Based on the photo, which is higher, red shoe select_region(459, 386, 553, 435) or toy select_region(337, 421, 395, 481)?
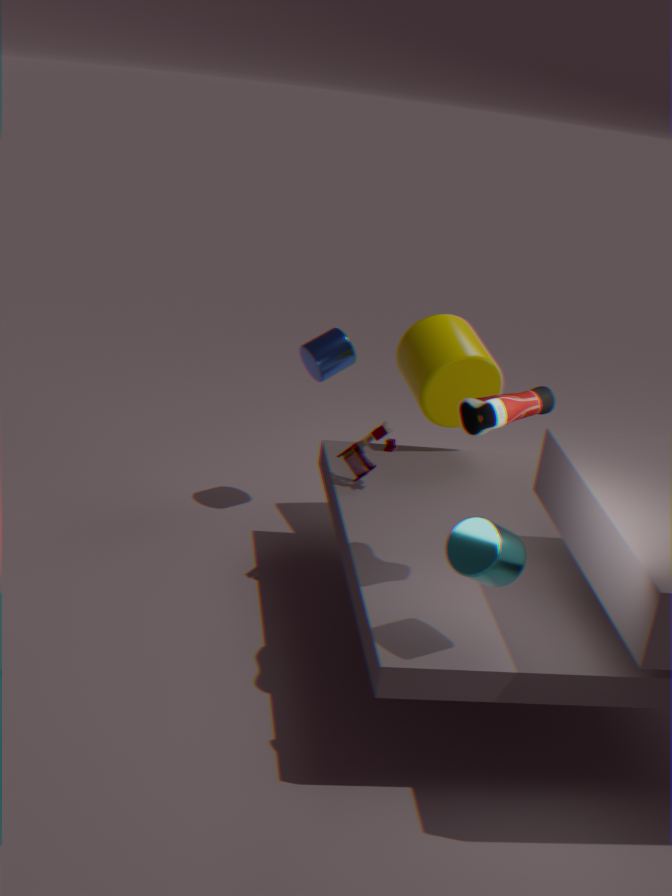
red shoe select_region(459, 386, 553, 435)
